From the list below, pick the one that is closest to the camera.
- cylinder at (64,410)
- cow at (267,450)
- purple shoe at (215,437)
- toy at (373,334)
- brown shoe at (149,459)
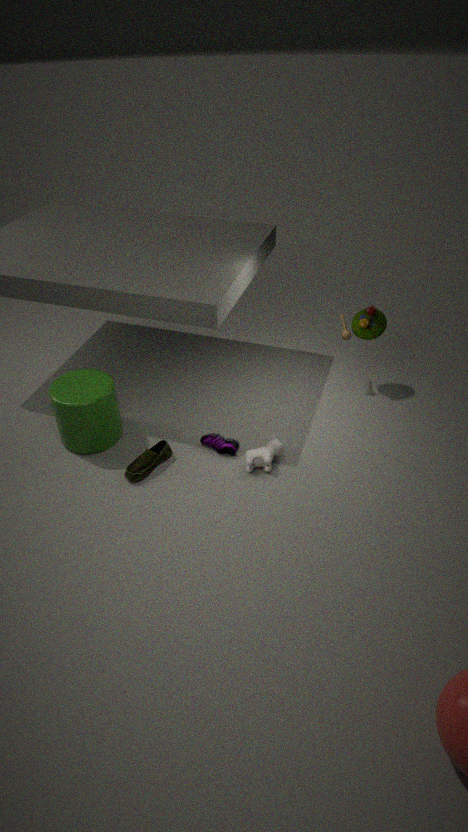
brown shoe at (149,459)
